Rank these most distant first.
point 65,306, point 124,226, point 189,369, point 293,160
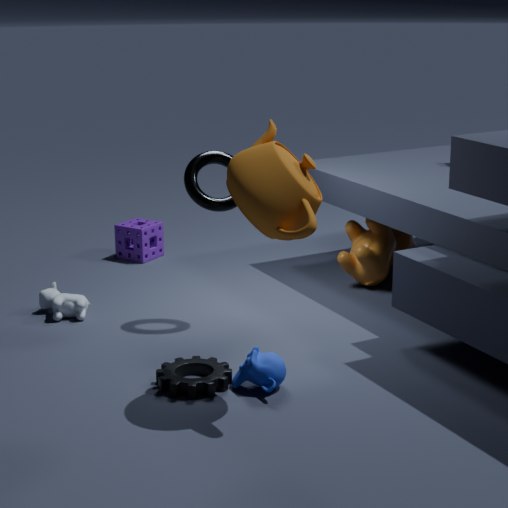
point 124,226, point 65,306, point 189,369, point 293,160
